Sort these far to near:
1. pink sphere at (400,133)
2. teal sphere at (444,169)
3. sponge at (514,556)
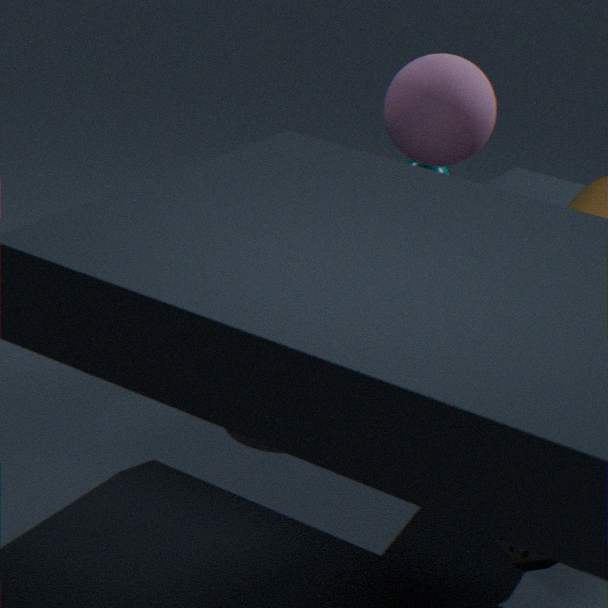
teal sphere at (444,169), pink sphere at (400,133), sponge at (514,556)
